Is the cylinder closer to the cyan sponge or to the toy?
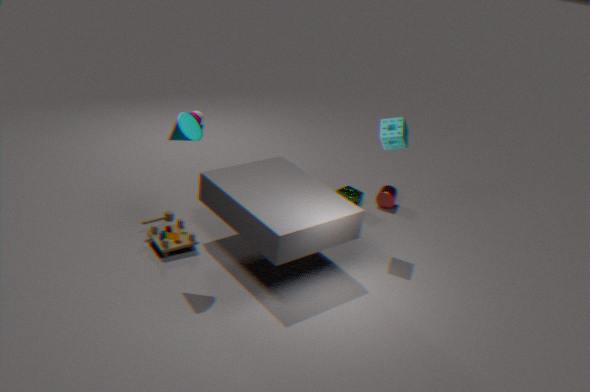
the cyan sponge
